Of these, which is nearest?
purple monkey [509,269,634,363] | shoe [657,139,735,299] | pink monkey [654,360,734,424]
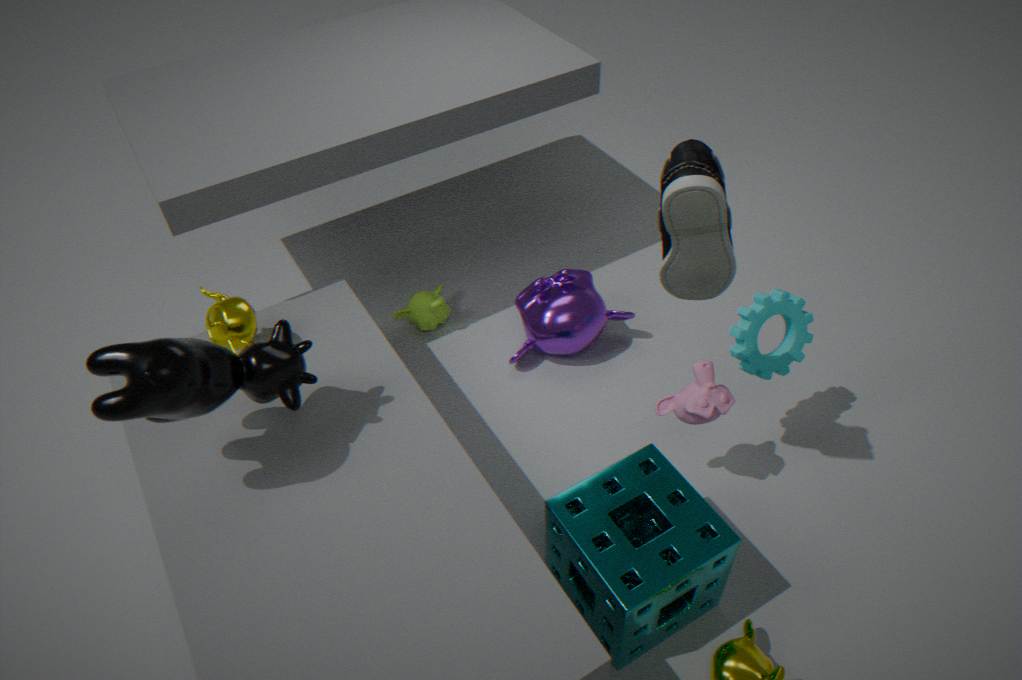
shoe [657,139,735,299]
